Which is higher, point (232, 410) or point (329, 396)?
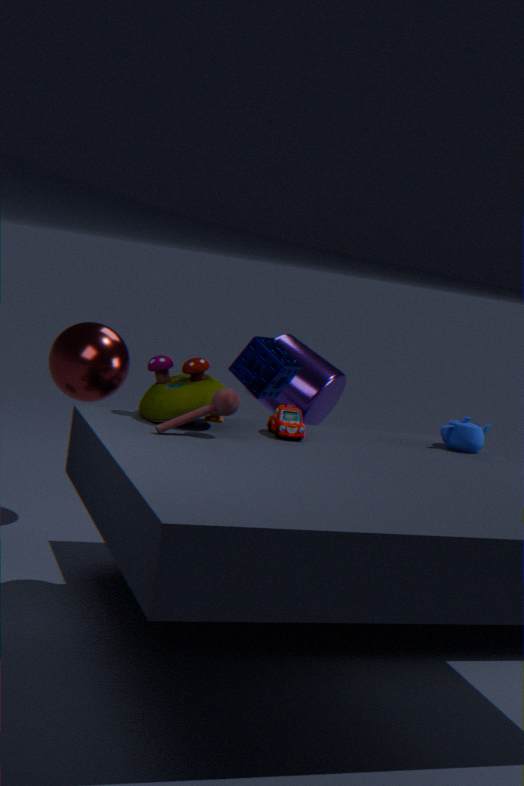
point (232, 410)
